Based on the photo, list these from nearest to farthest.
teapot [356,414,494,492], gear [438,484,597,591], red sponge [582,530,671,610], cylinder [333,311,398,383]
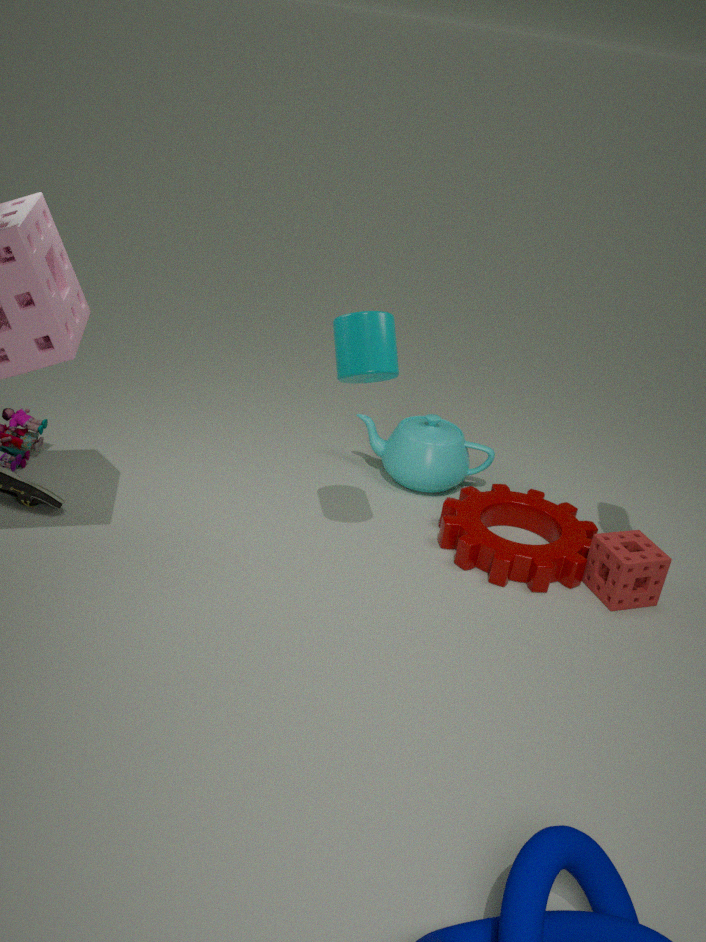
1. cylinder [333,311,398,383]
2. red sponge [582,530,671,610]
3. gear [438,484,597,591]
4. teapot [356,414,494,492]
